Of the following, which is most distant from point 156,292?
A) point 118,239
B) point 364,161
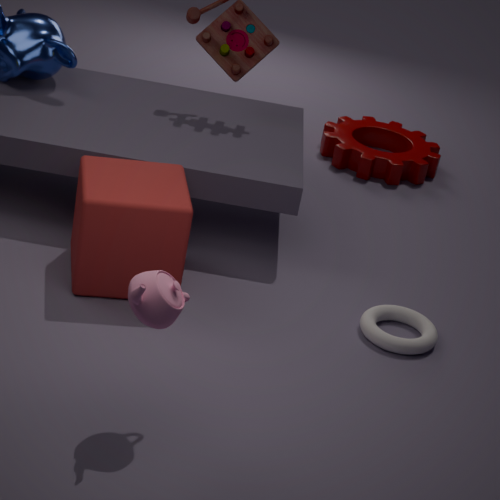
point 364,161
